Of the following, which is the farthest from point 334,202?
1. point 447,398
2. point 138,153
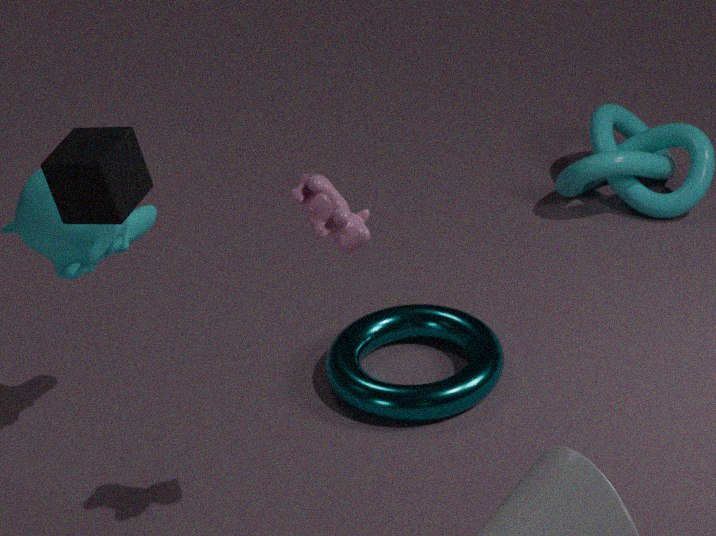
point 447,398
